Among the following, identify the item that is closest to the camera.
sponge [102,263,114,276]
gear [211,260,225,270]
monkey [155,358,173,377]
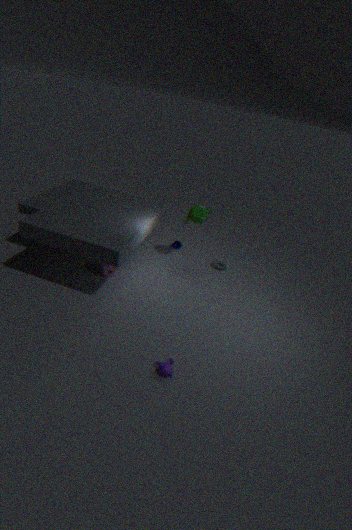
monkey [155,358,173,377]
